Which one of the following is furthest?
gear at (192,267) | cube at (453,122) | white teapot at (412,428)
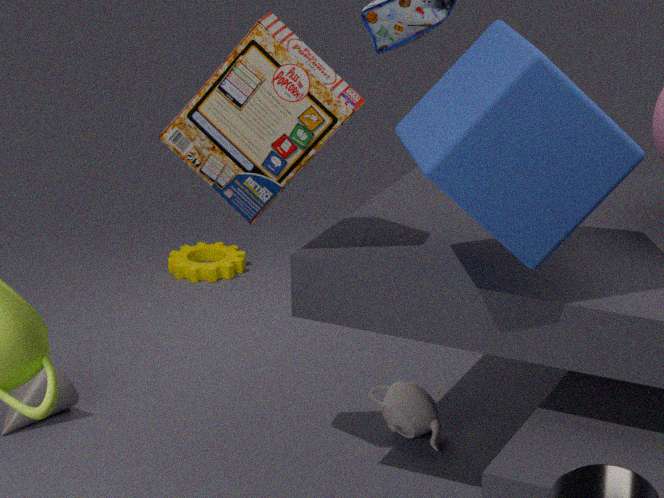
gear at (192,267)
